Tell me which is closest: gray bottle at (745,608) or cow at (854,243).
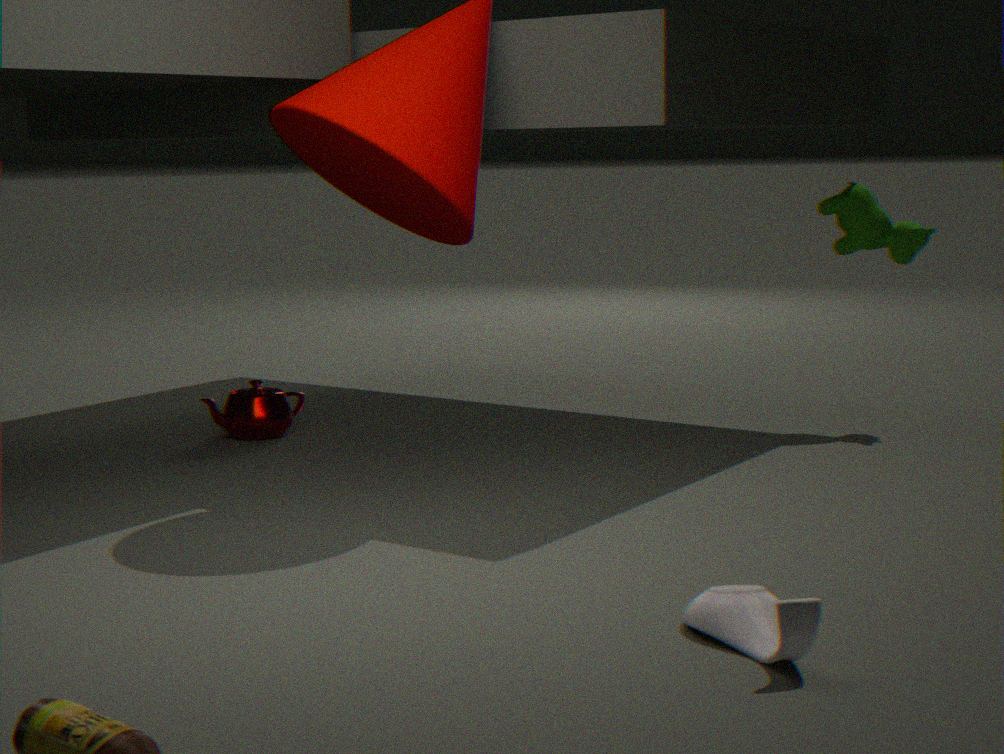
gray bottle at (745,608)
